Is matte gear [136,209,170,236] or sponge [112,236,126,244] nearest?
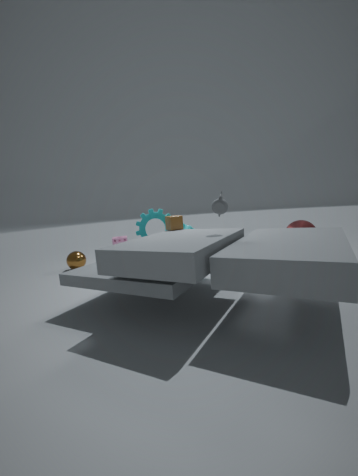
matte gear [136,209,170,236]
